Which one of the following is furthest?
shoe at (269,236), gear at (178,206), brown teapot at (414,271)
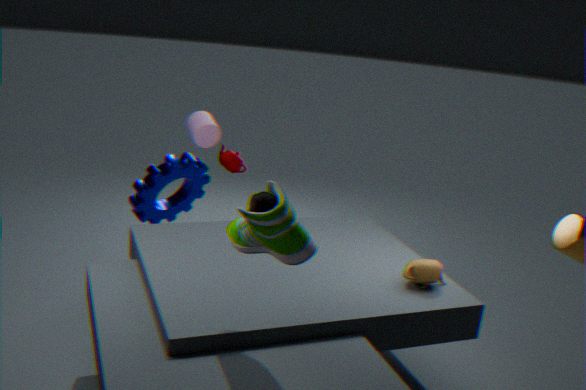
gear at (178,206)
